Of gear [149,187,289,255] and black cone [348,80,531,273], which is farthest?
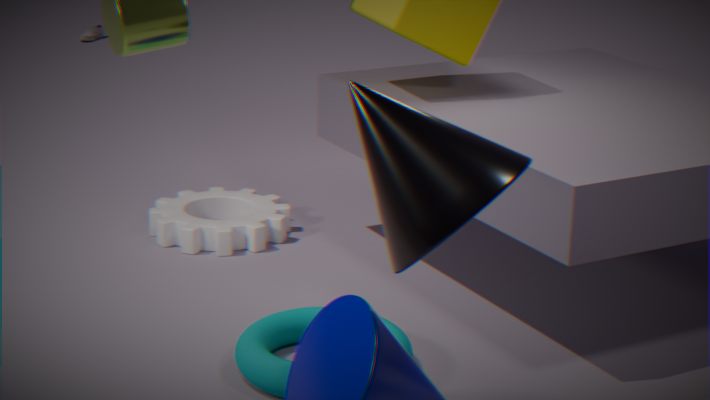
A: gear [149,187,289,255]
